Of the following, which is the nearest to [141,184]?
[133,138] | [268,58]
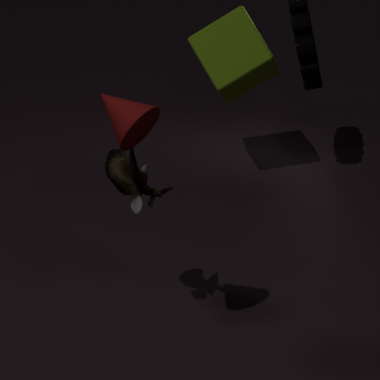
[133,138]
